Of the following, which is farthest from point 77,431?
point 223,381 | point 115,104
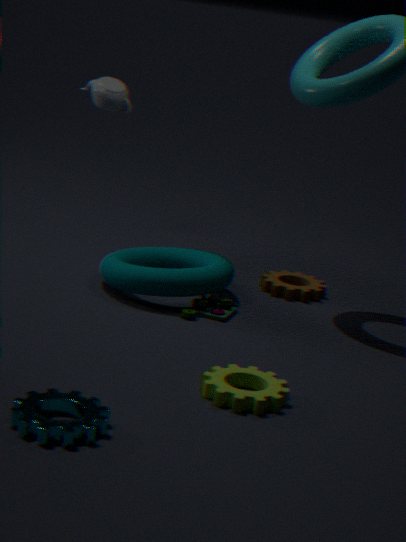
point 115,104
